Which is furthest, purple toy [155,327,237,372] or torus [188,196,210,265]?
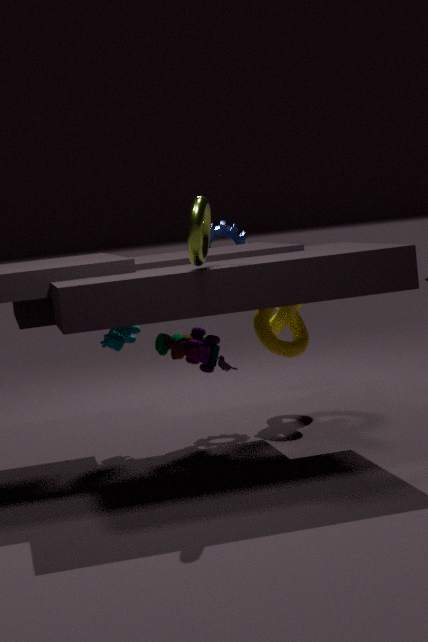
purple toy [155,327,237,372]
